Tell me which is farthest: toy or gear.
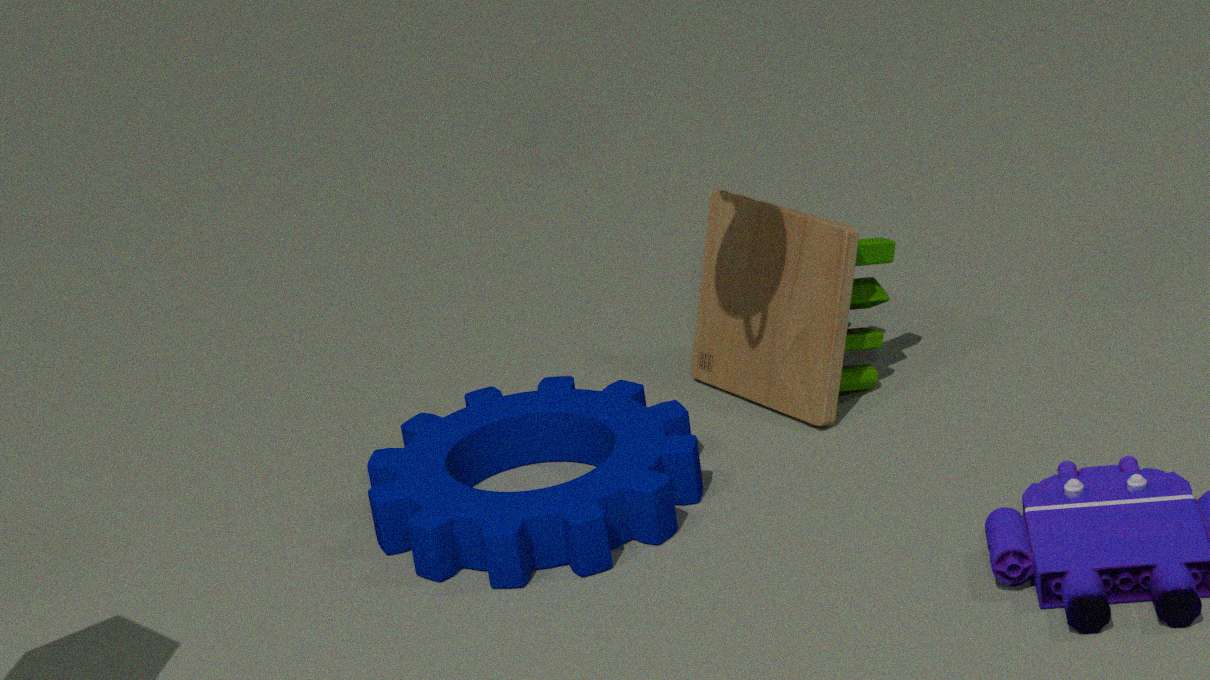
toy
